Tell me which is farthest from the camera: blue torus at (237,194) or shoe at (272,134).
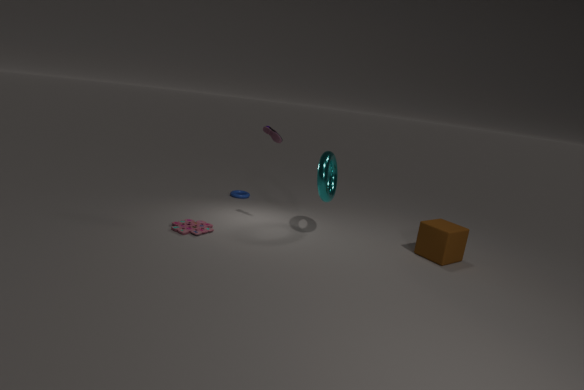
blue torus at (237,194)
